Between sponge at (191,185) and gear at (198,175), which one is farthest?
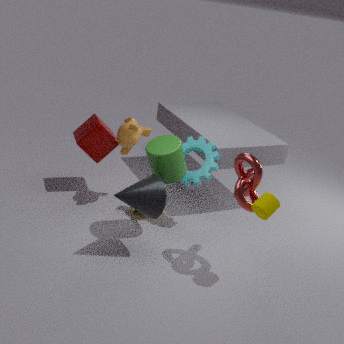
sponge at (191,185)
